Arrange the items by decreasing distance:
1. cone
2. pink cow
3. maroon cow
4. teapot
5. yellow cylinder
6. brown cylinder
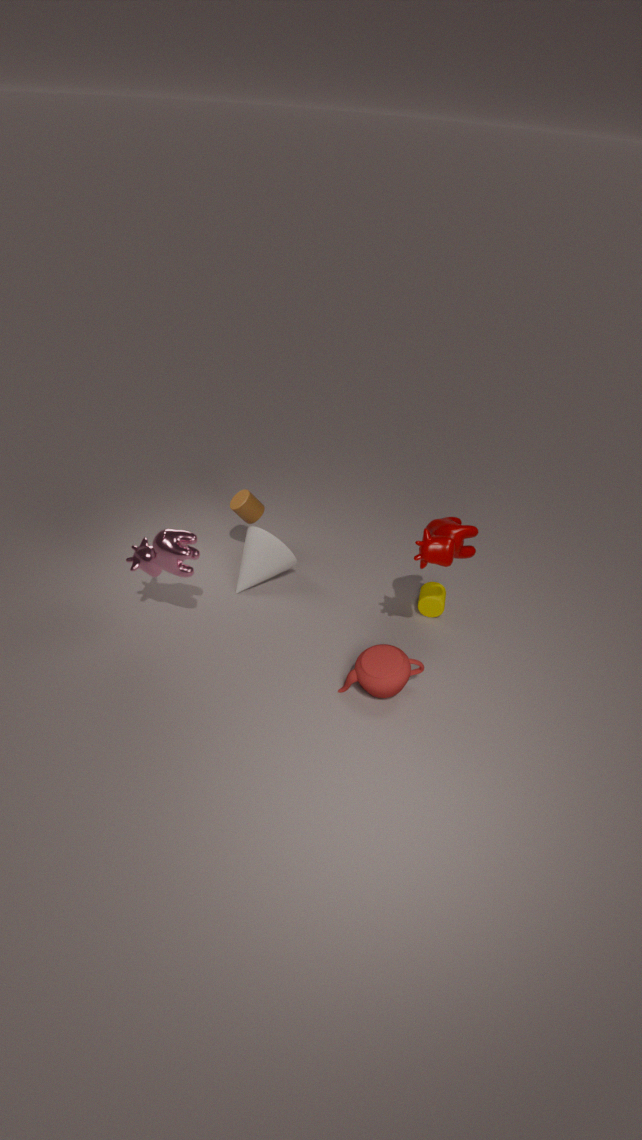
brown cylinder → cone → yellow cylinder → teapot → pink cow → maroon cow
